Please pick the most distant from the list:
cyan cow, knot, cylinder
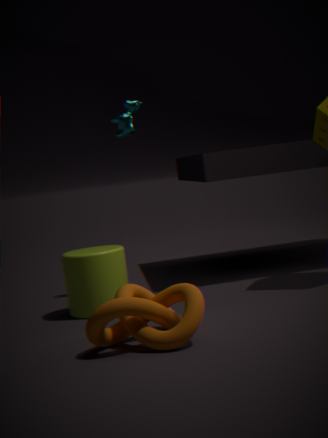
cyan cow
